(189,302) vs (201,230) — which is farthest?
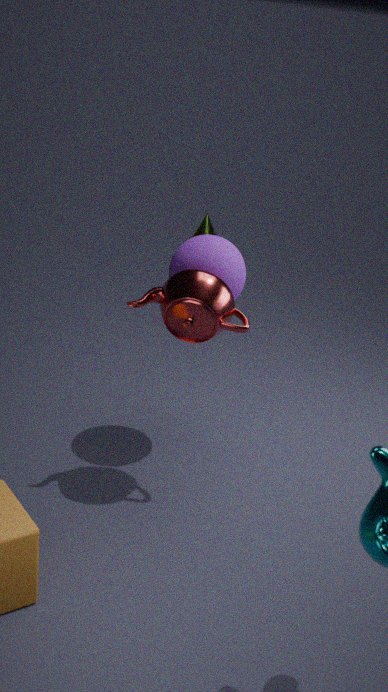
(201,230)
